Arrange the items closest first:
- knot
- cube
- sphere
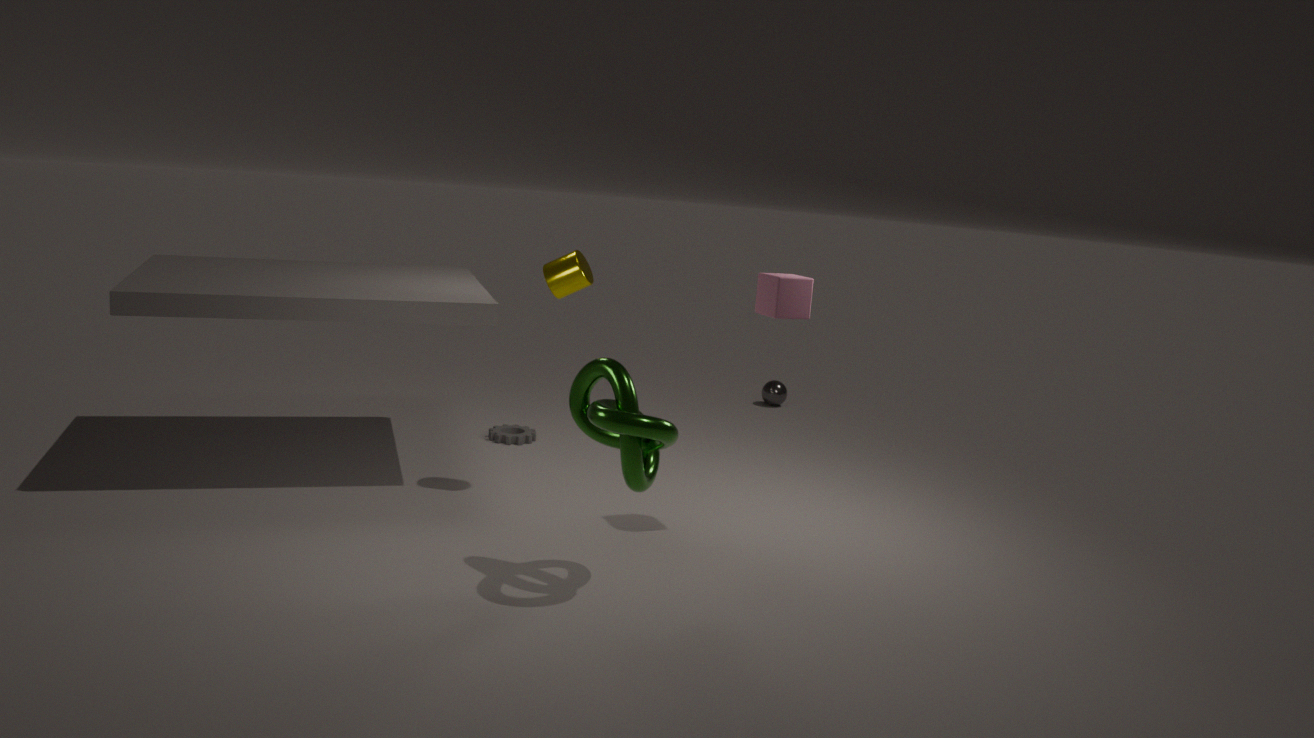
knot
cube
sphere
